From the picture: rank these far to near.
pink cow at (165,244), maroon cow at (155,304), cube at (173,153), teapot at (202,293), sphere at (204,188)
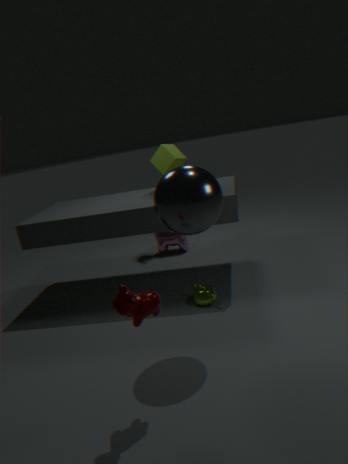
pink cow at (165,244)
cube at (173,153)
teapot at (202,293)
sphere at (204,188)
maroon cow at (155,304)
